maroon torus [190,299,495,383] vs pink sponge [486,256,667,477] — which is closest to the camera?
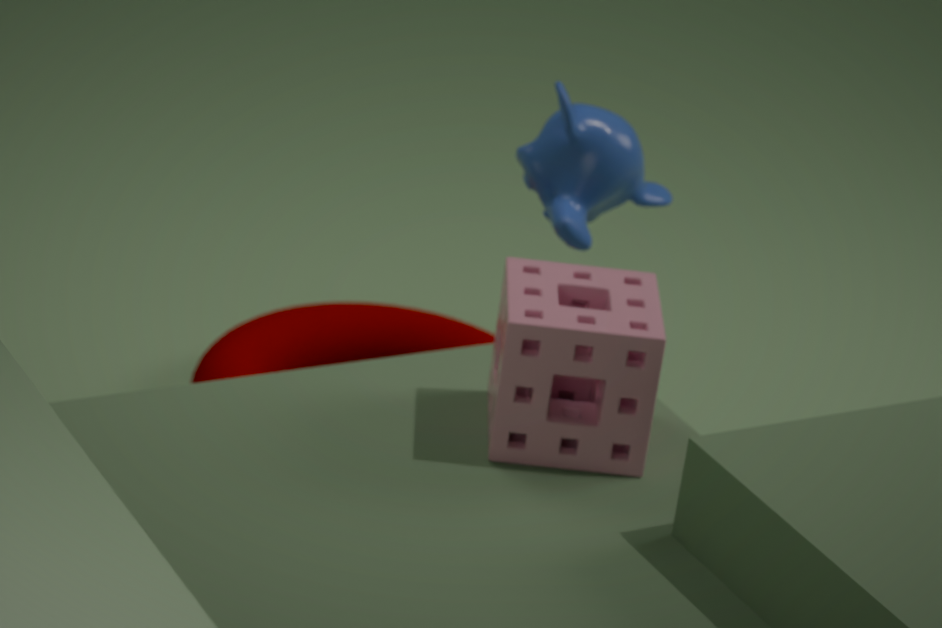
pink sponge [486,256,667,477]
